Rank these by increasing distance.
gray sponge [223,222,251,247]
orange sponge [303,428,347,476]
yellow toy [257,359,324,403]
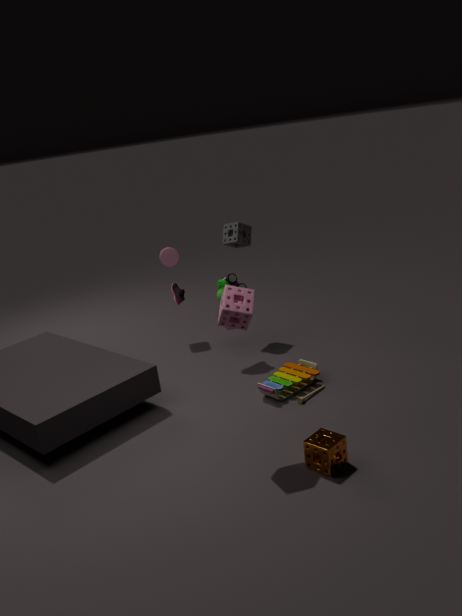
1. orange sponge [303,428,347,476]
2. yellow toy [257,359,324,403]
3. gray sponge [223,222,251,247]
